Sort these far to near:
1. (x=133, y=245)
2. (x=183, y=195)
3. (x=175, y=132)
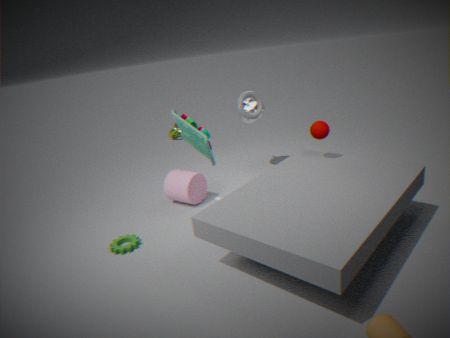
(x=175, y=132) → (x=183, y=195) → (x=133, y=245)
